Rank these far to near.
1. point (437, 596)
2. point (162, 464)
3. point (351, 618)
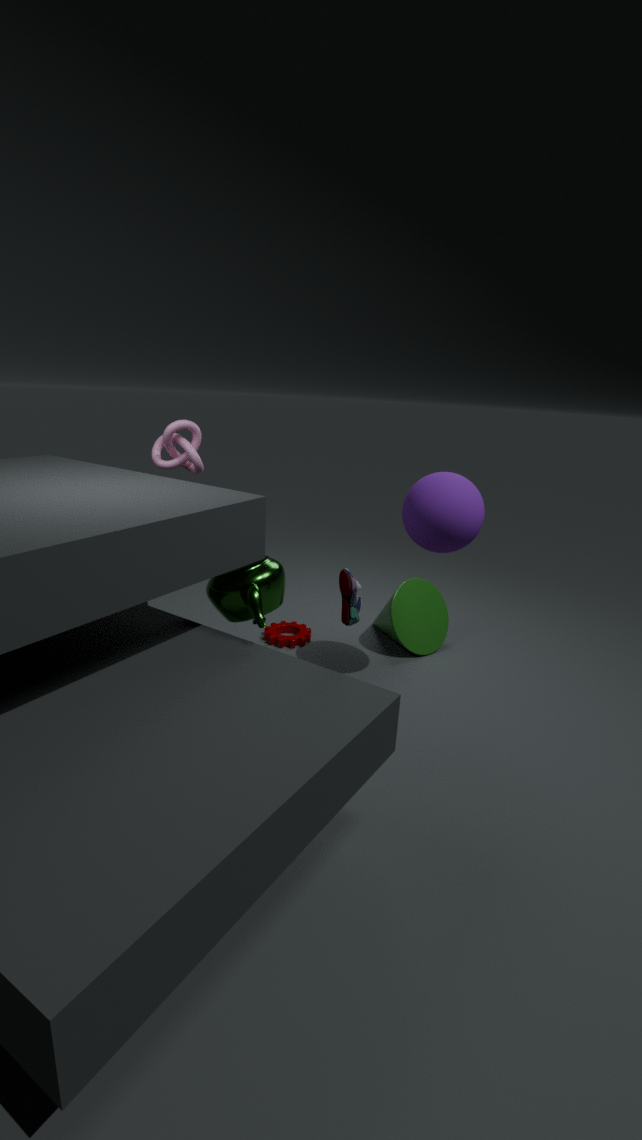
point (437, 596) < point (162, 464) < point (351, 618)
